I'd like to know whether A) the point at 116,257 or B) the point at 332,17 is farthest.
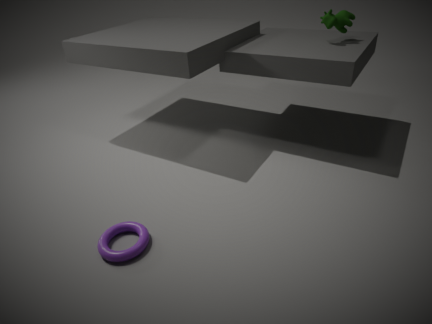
B. the point at 332,17
